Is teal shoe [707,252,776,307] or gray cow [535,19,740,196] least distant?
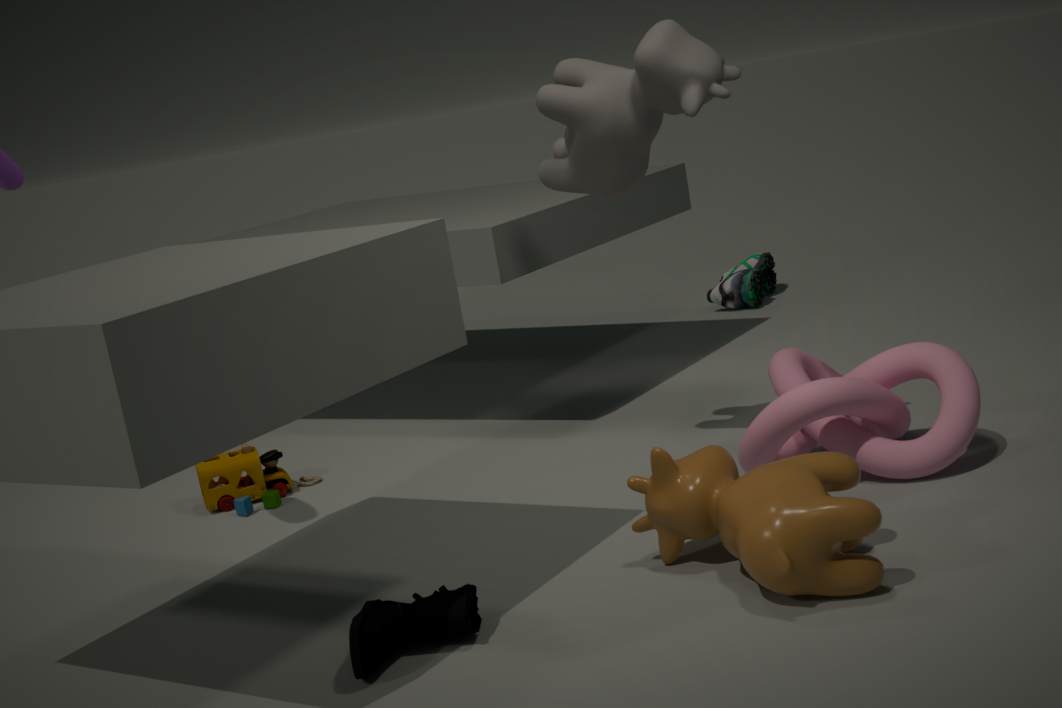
gray cow [535,19,740,196]
